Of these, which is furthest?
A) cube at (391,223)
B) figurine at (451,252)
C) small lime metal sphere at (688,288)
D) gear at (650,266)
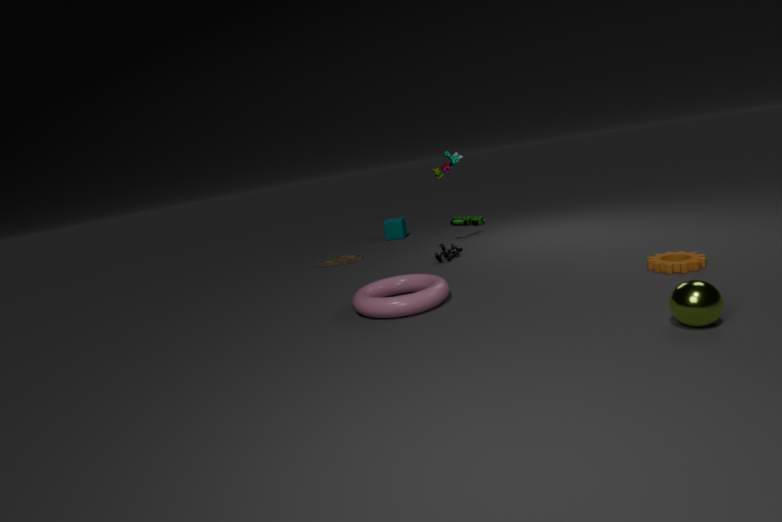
cube at (391,223)
